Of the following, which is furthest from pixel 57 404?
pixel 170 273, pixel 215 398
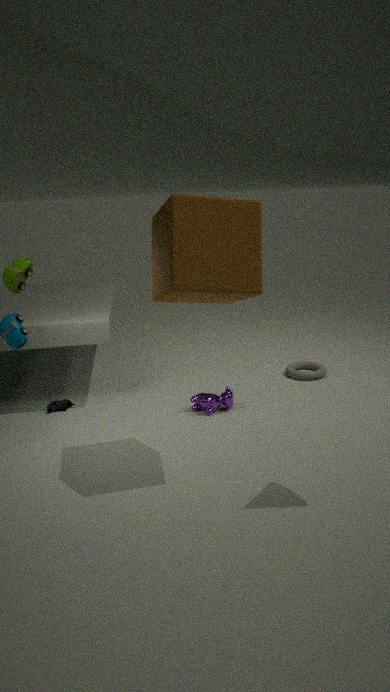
pixel 170 273
